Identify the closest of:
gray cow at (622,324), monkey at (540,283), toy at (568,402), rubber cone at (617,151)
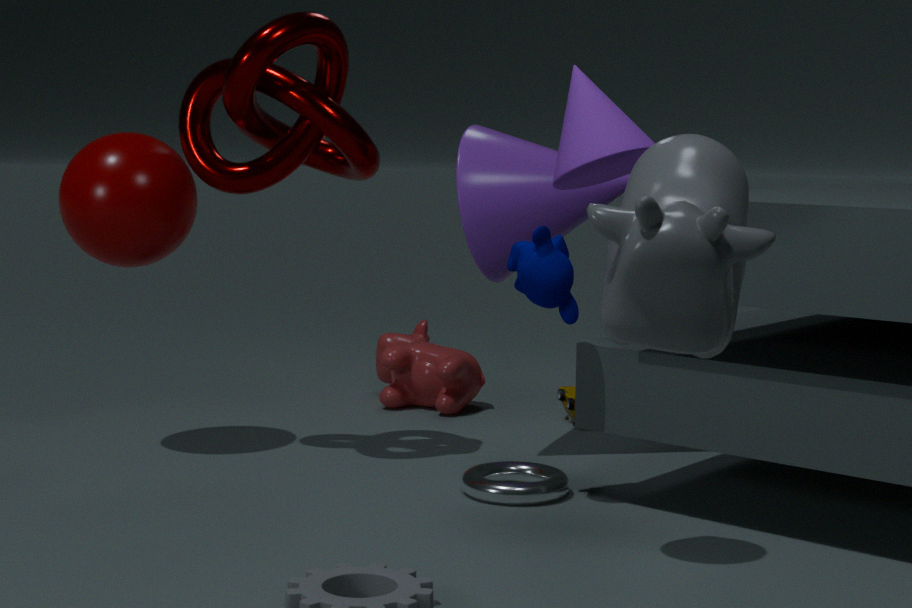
gray cow at (622,324)
